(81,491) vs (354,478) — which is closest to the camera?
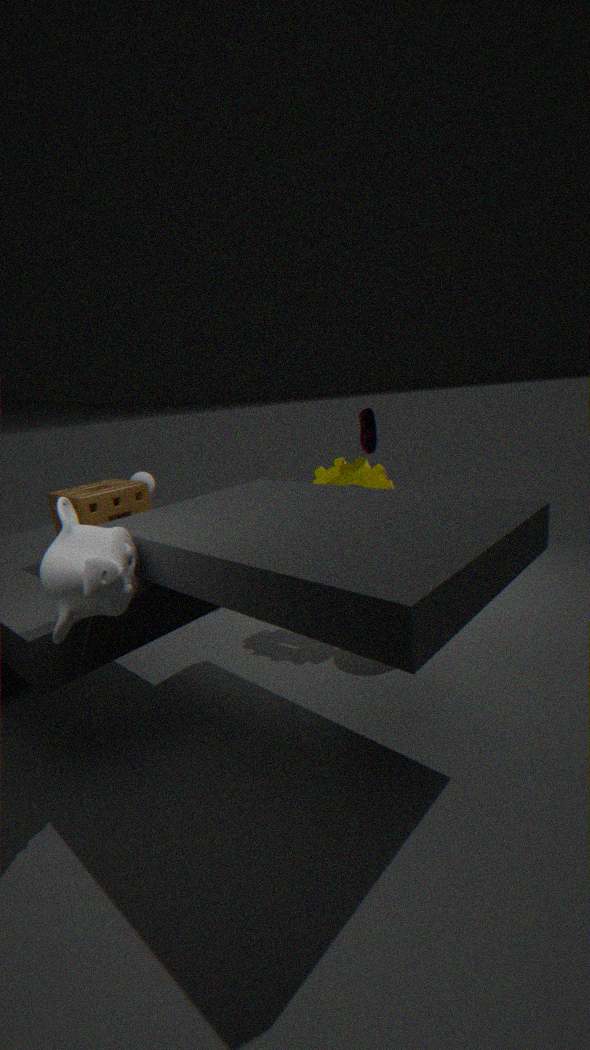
(81,491)
